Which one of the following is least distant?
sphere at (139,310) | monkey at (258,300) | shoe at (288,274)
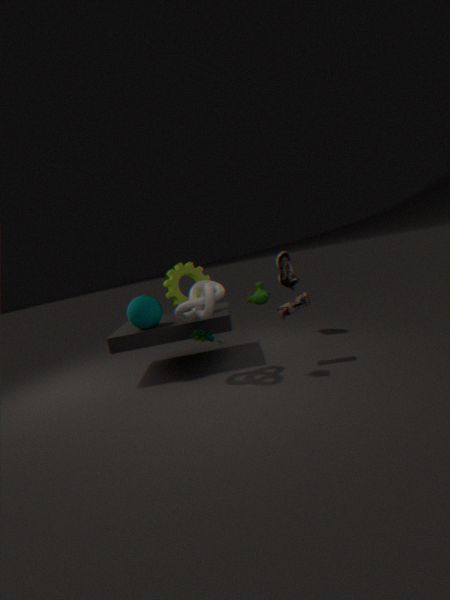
monkey at (258,300)
